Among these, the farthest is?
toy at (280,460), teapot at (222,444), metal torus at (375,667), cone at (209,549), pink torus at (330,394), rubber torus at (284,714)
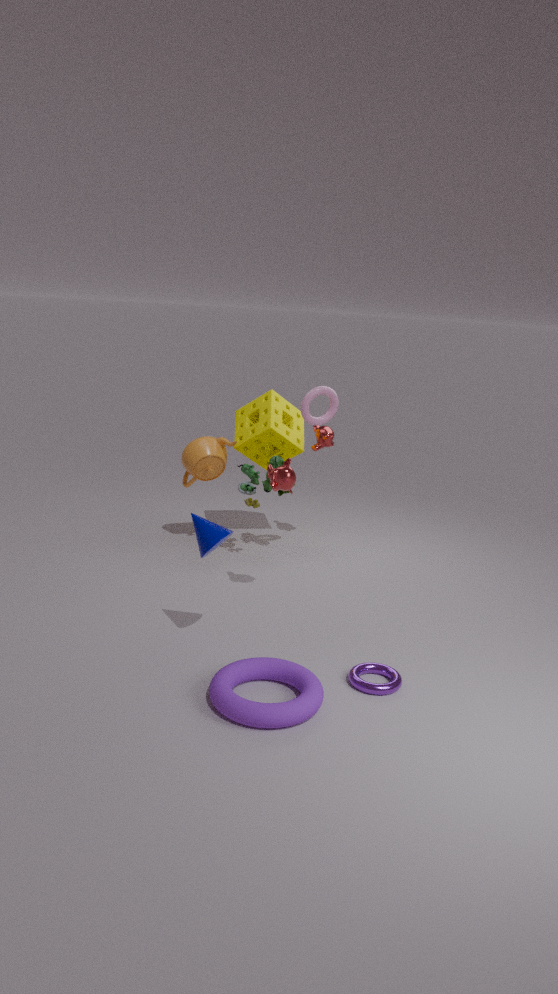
teapot at (222,444)
